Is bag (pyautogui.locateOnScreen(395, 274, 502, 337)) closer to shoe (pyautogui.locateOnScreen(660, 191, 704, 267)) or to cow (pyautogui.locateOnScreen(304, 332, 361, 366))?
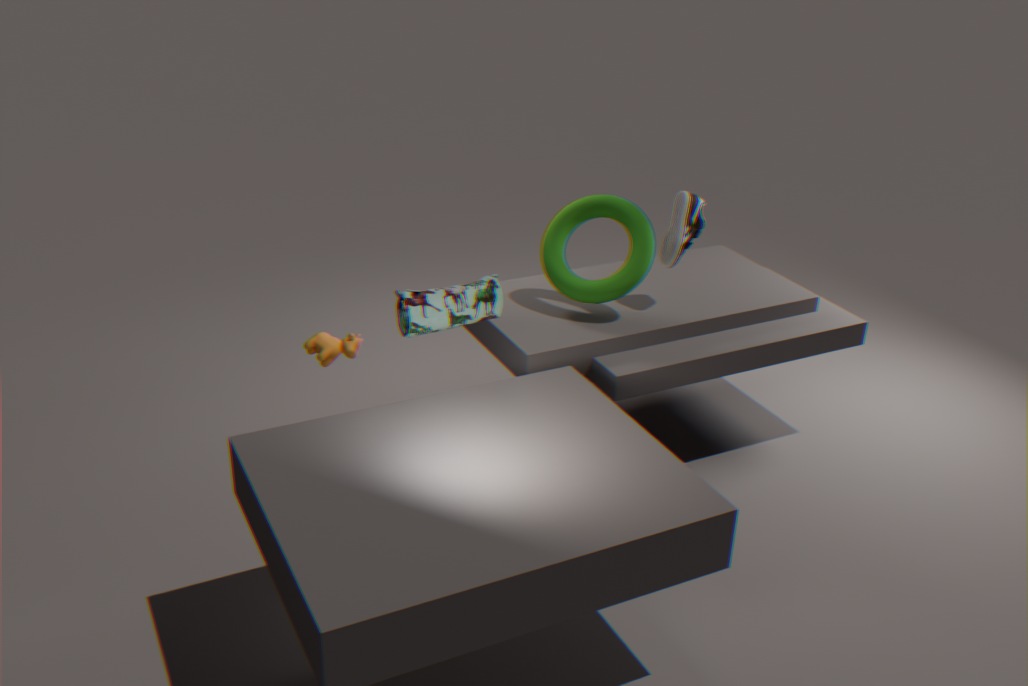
cow (pyautogui.locateOnScreen(304, 332, 361, 366))
